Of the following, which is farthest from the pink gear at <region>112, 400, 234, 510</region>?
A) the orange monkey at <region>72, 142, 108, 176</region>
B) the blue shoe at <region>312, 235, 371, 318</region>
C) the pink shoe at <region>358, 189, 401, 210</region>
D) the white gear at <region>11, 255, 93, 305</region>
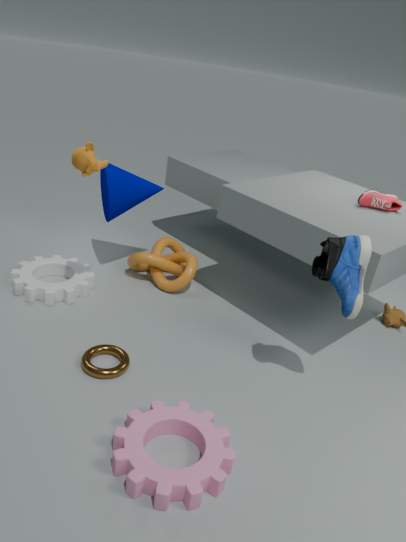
the pink shoe at <region>358, 189, 401, 210</region>
